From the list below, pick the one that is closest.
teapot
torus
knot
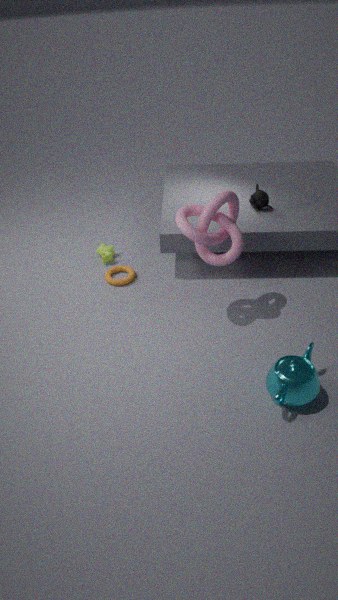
teapot
